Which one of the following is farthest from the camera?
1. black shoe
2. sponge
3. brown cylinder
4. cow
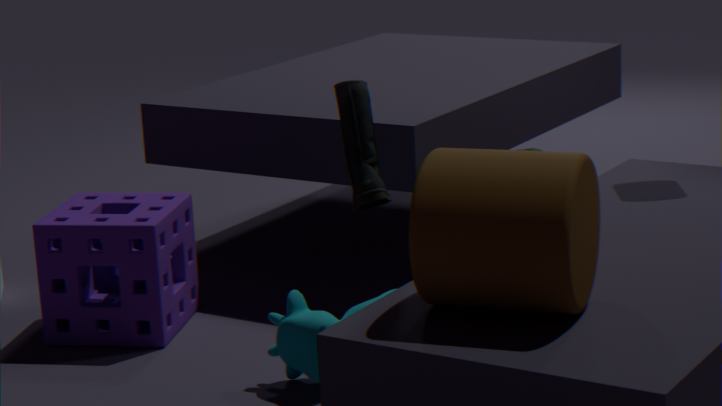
sponge
